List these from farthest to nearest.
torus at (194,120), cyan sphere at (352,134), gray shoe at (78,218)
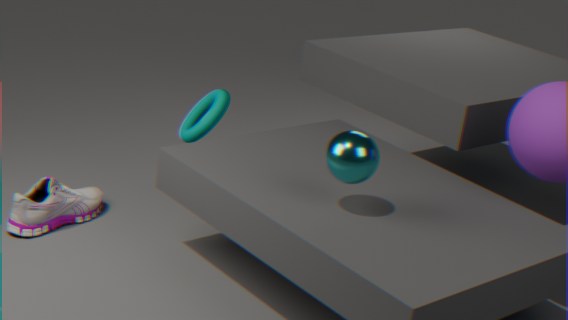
torus at (194,120) → gray shoe at (78,218) → cyan sphere at (352,134)
